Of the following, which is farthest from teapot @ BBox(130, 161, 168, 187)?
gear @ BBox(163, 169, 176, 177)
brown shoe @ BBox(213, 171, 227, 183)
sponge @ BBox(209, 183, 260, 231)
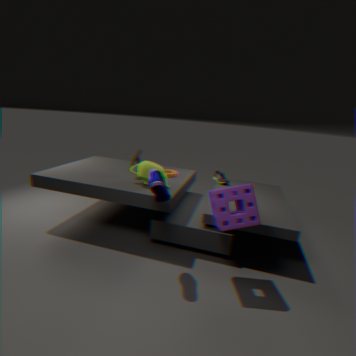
brown shoe @ BBox(213, 171, 227, 183)
